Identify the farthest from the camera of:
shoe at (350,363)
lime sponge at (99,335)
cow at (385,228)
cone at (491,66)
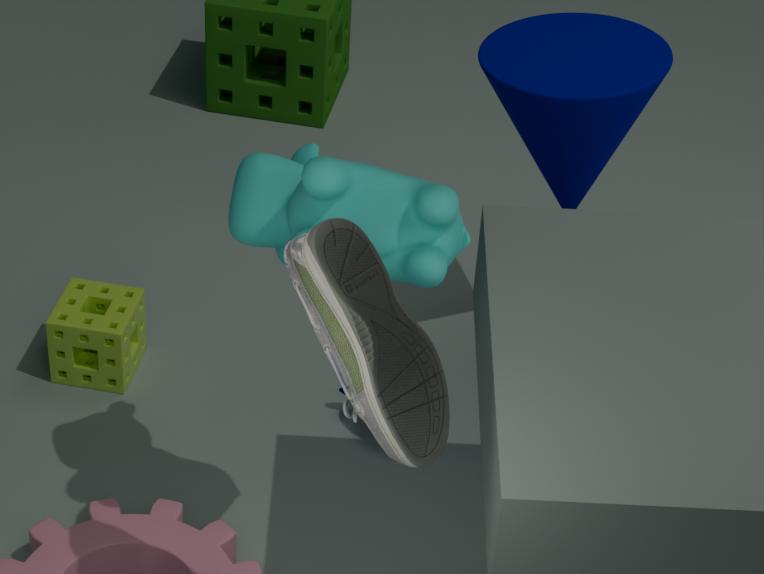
lime sponge at (99,335)
